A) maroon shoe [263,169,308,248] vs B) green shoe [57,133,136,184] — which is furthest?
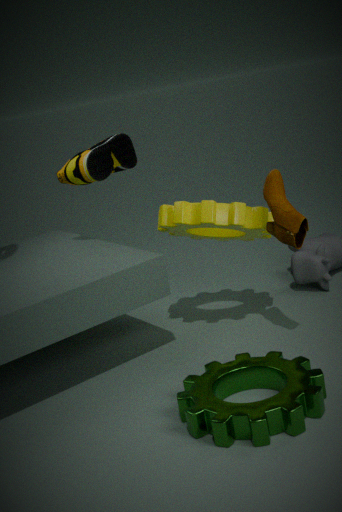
B. green shoe [57,133,136,184]
